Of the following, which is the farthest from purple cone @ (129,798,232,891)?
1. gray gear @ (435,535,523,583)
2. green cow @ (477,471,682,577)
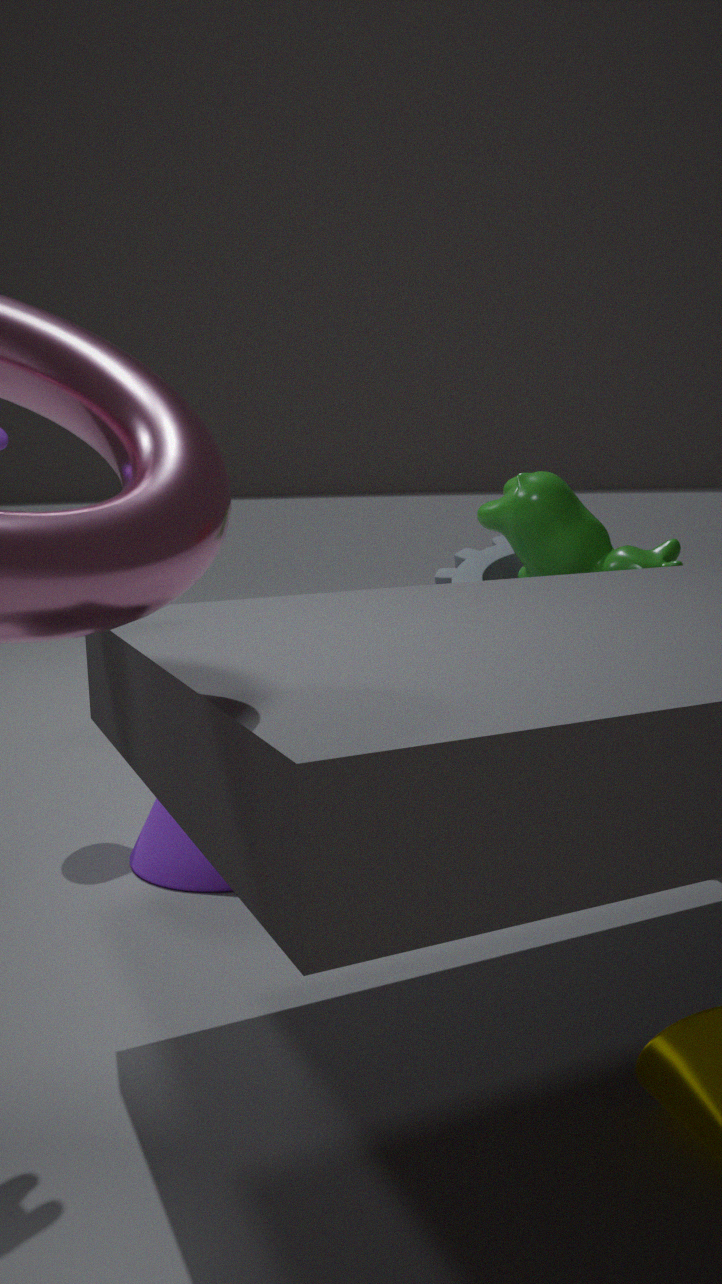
green cow @ (477,471,682,577)
